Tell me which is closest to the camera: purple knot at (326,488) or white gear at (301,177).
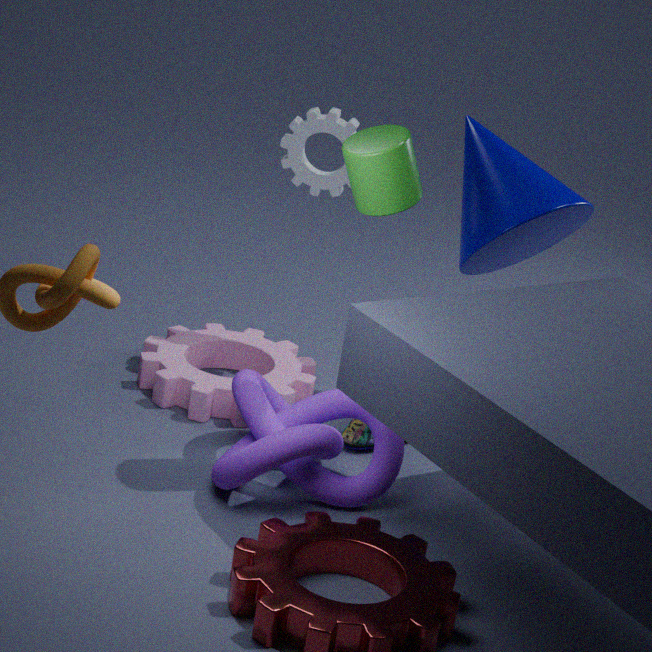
purple knot at (326,488)
